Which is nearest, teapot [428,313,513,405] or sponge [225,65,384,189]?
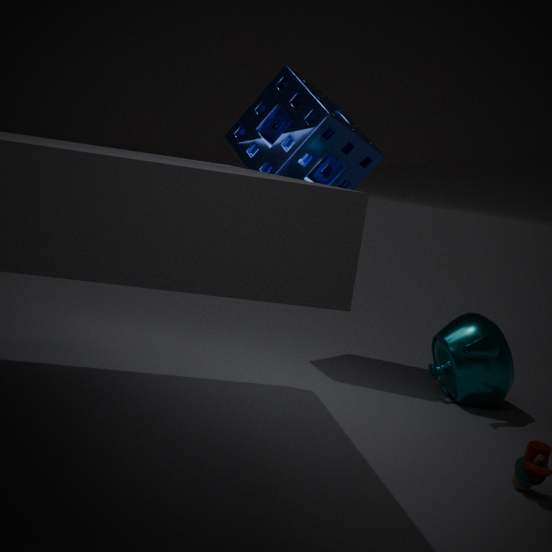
teapot [428,313,513,405]
